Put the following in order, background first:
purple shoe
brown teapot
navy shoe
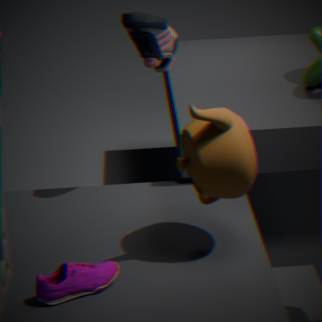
navy shoe
brown teapot
purple shoe
